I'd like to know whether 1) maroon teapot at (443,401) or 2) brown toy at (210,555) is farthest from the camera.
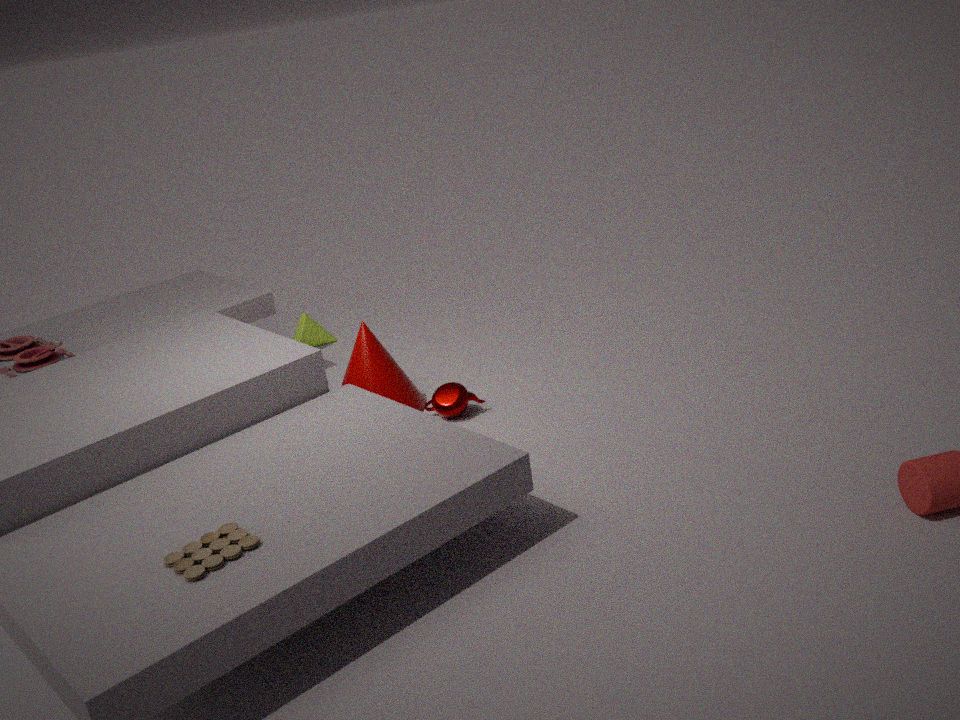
1. maroon teapot at (443,401)
